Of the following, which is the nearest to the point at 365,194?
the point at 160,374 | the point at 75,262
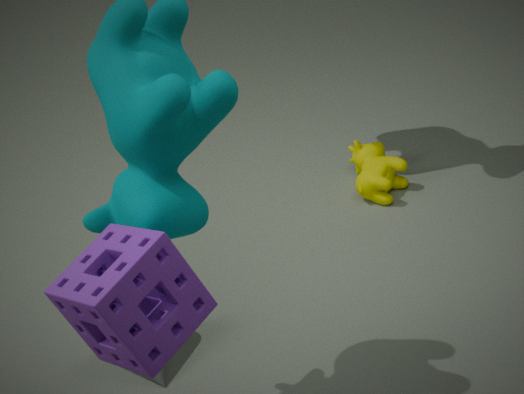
the point at 160,374
